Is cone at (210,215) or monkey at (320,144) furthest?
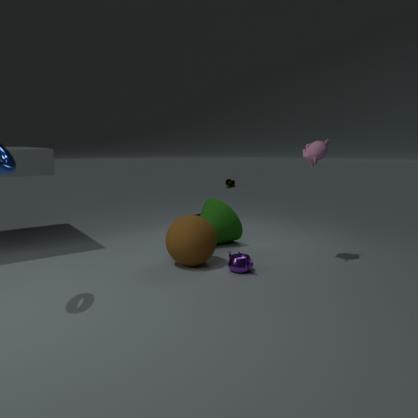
cone at (210,215)
